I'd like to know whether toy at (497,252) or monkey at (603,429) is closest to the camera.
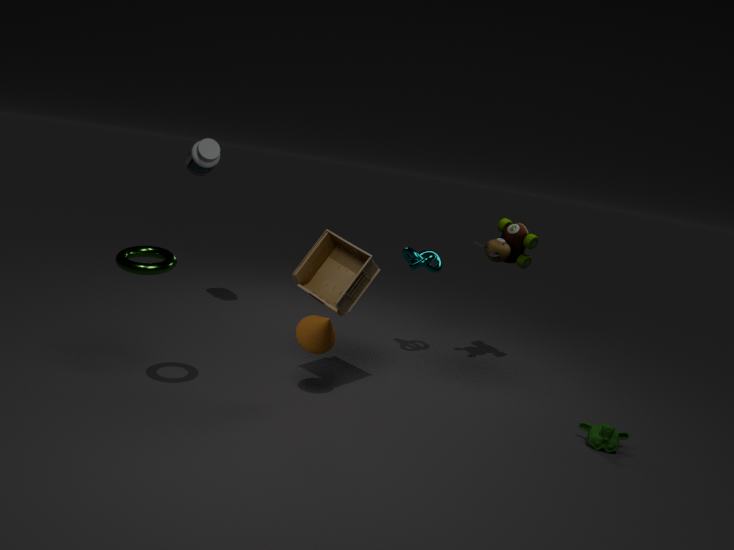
monkey at (603,429)
